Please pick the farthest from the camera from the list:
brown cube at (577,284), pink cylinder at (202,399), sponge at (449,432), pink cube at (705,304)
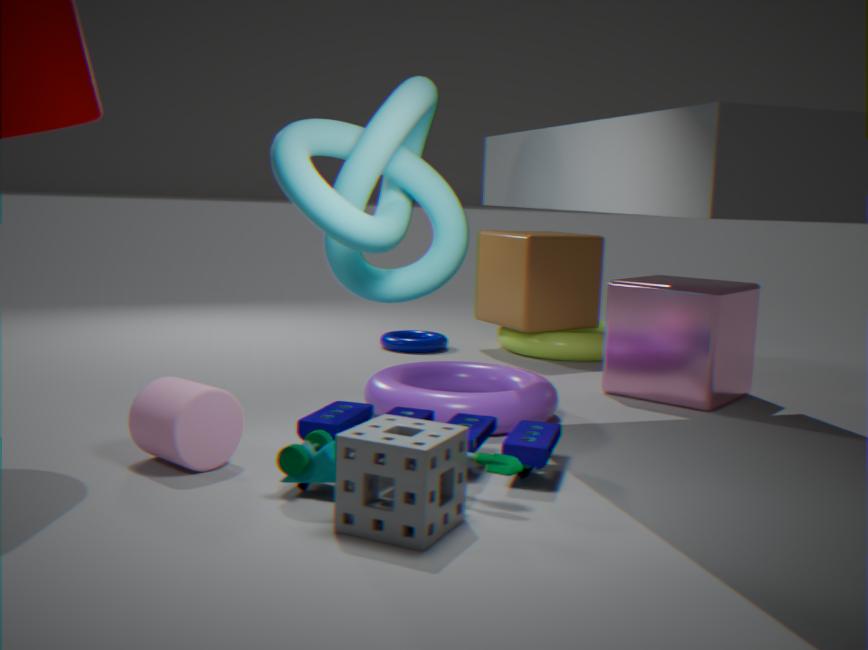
brown cube at (577,284)
